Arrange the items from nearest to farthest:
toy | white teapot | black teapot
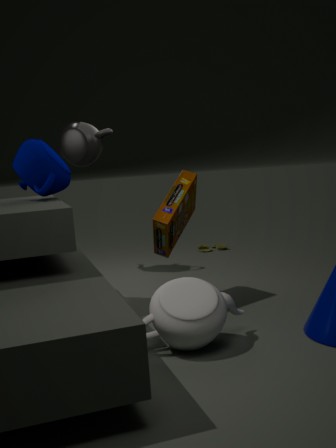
1. white teapot
2. black teapot
3. toy
